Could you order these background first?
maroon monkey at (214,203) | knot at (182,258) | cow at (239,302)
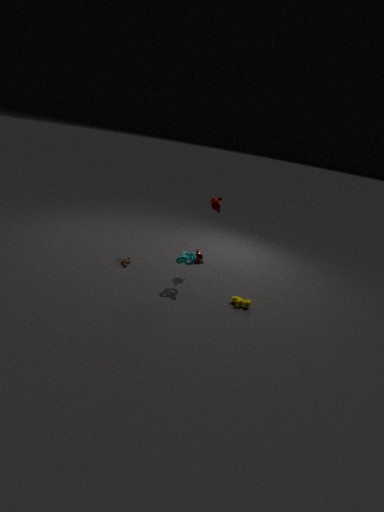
1. maroon monkey at (214,203)
2. cow at (239,302)
3. knot at (182,258)
